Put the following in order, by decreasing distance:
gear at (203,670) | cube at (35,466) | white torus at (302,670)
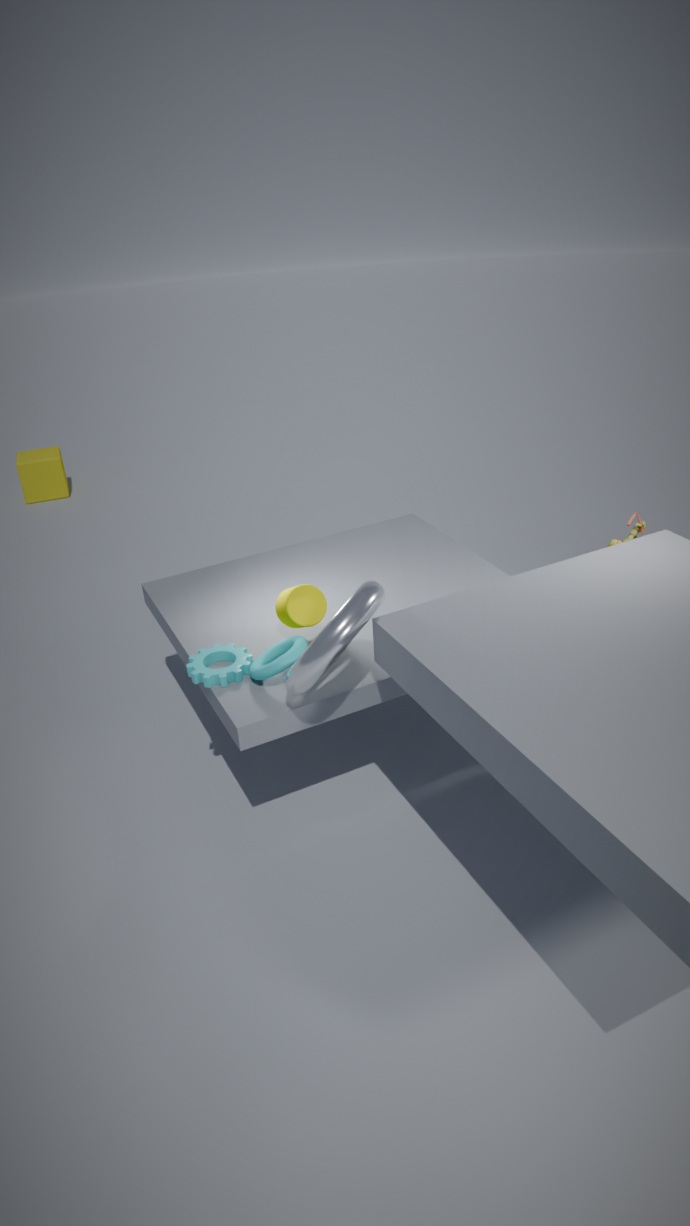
1. cube at (35,466)
2. gear at (203,670)
3. white torus at (302,670)
